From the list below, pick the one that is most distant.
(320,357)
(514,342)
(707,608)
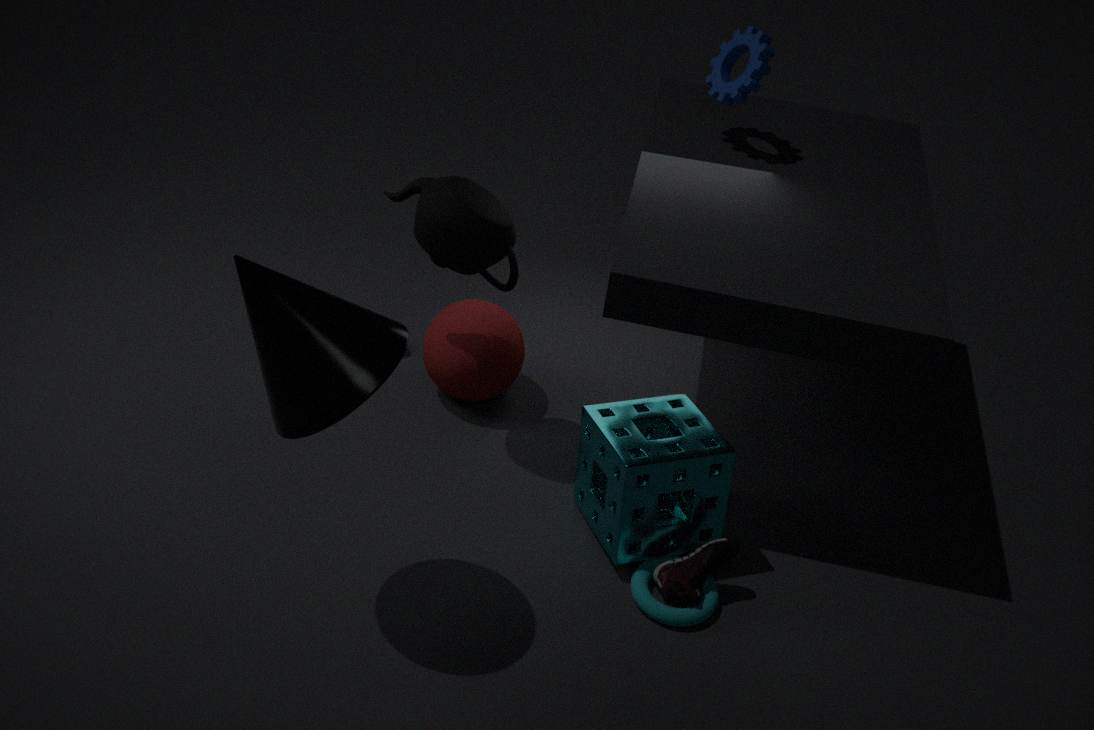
(514,342)
